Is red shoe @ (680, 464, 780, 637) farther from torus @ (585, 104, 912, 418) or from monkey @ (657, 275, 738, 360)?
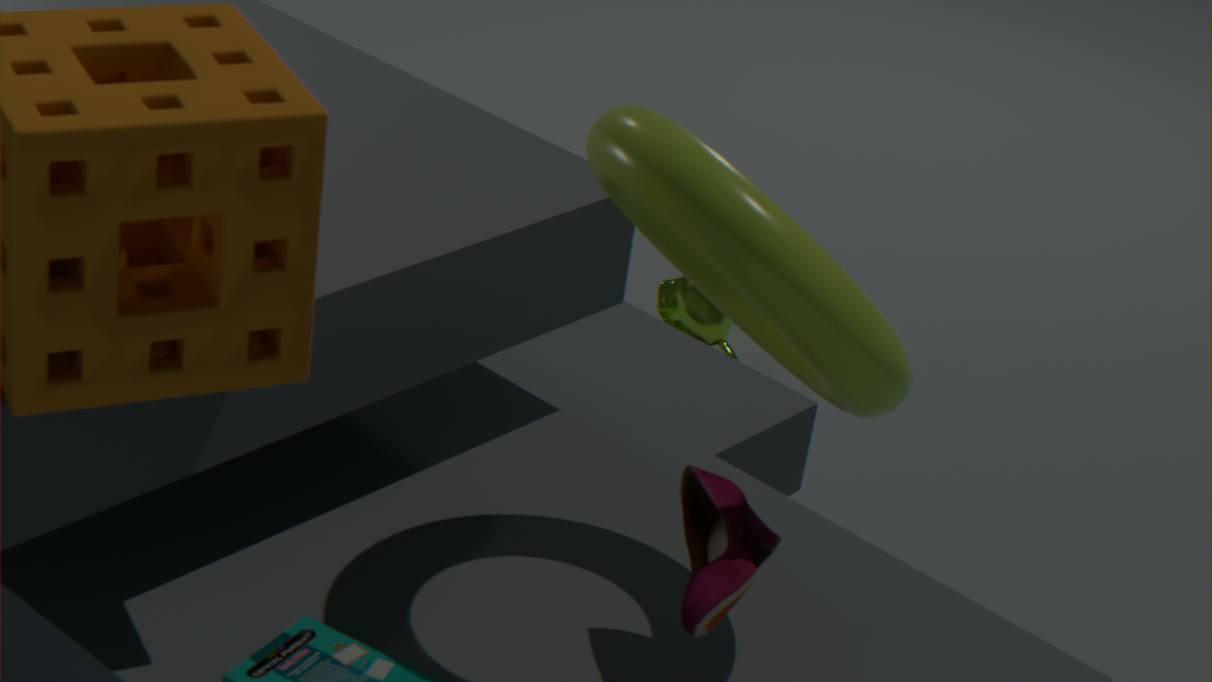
monkey @ (657, 275, 738, 360)
